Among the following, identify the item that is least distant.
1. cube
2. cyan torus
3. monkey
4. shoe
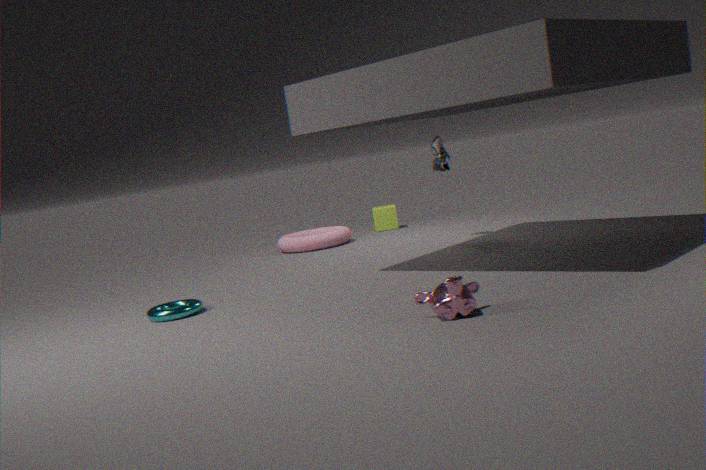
monkey
